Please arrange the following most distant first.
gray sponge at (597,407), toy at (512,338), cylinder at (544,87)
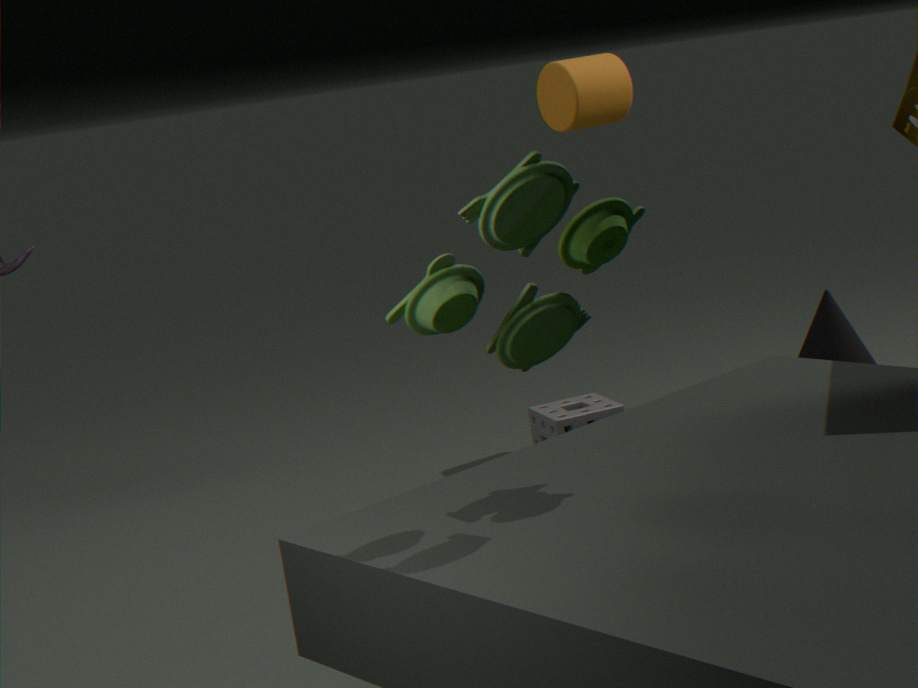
Answer: cylinder at (544,87) < gray sponge at (597,407) < toy at (512,338)
